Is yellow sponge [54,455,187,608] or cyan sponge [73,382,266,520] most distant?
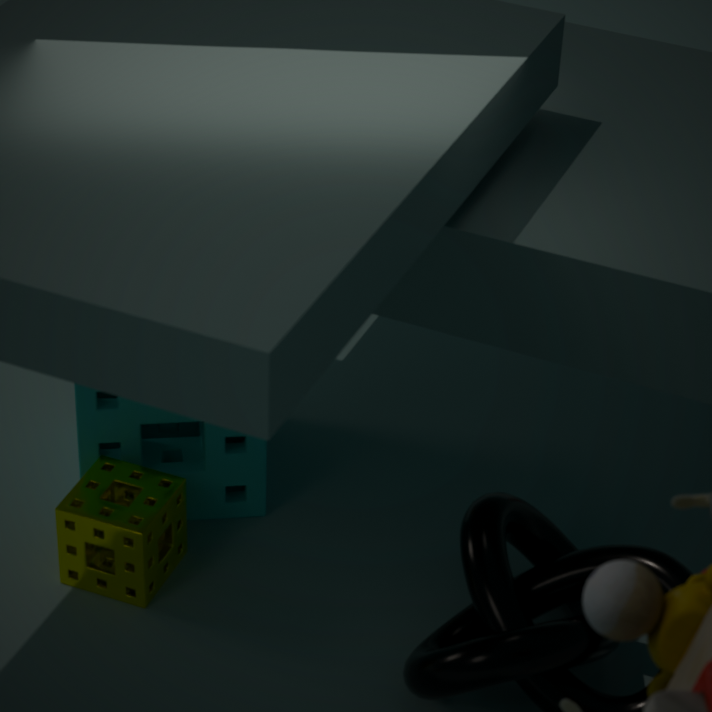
cyan sponge [73,382,266,520]
